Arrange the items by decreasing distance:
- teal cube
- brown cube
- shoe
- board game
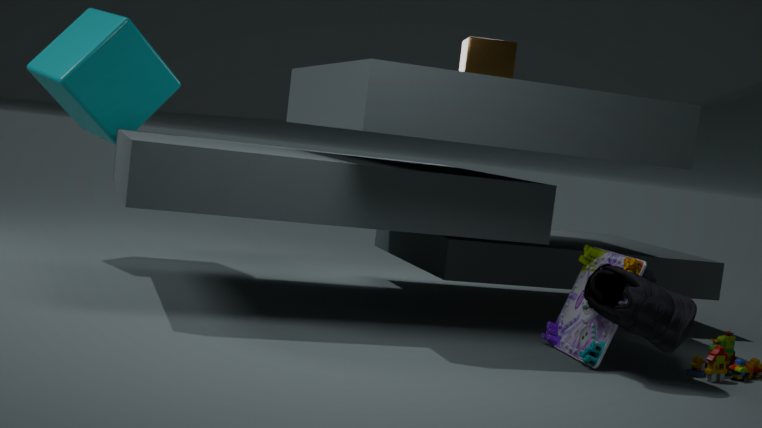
teal cube, brown cube, board game, shoe
